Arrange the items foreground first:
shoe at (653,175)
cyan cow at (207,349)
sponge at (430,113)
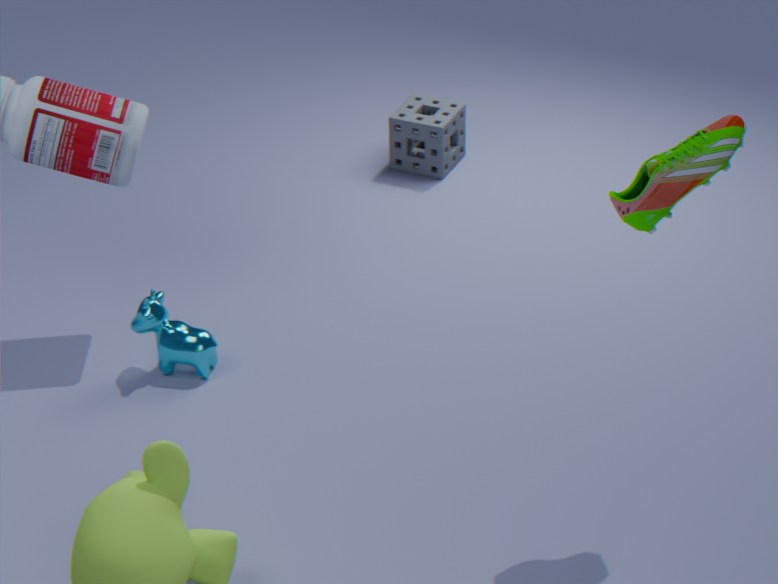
shoe at (653,175) → cyan cow at (207,349) → sponge at (430,113)
